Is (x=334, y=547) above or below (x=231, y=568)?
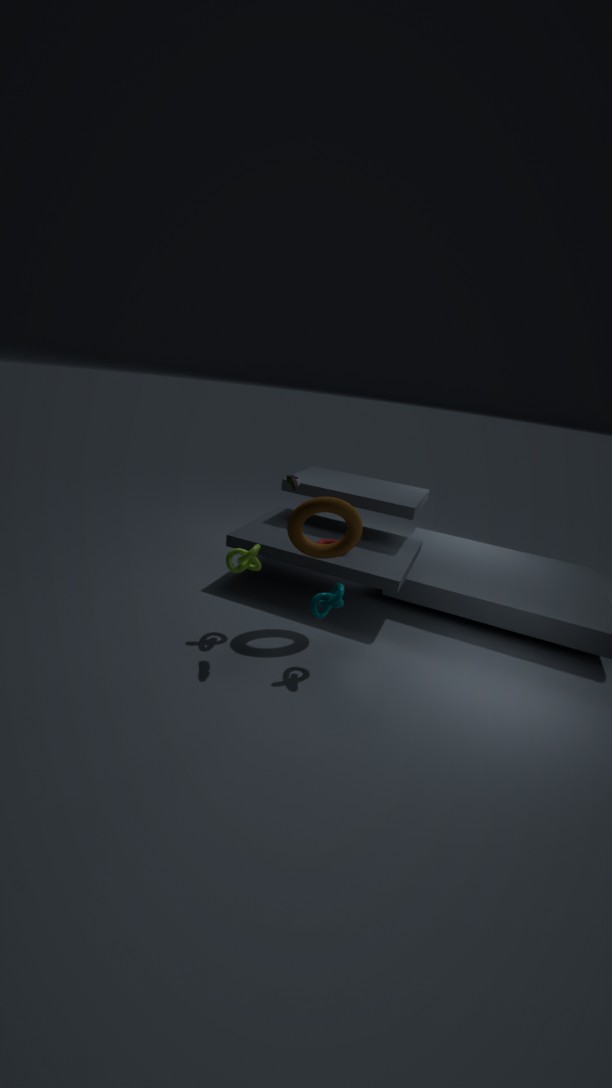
above
